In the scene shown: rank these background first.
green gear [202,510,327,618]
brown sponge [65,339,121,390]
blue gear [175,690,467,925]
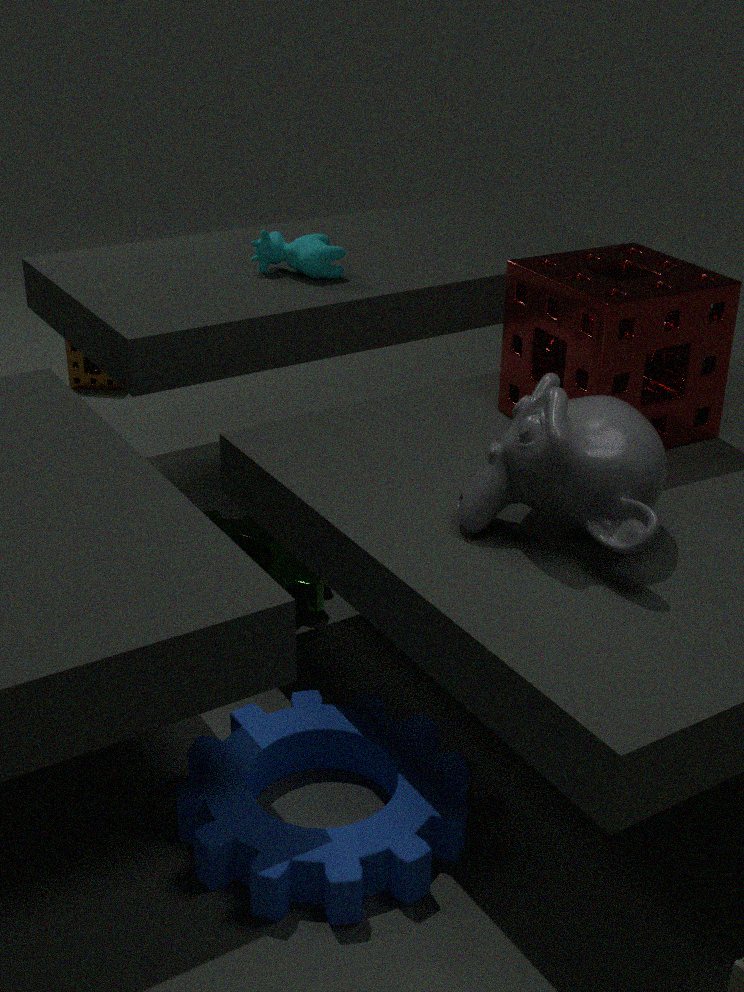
brown sponge [65,339,121,390] → green gear [202,510,327,618] → blue gear [175,690,467,925]
